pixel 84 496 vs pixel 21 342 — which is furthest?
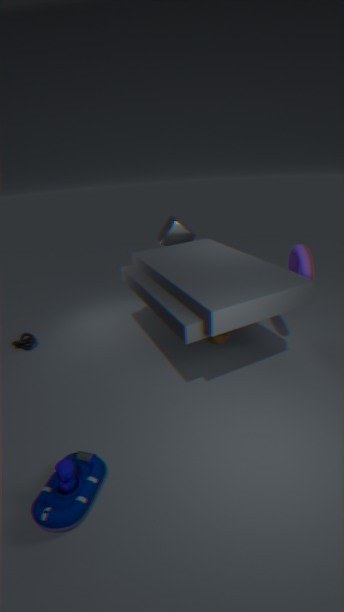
pixel 21 342
